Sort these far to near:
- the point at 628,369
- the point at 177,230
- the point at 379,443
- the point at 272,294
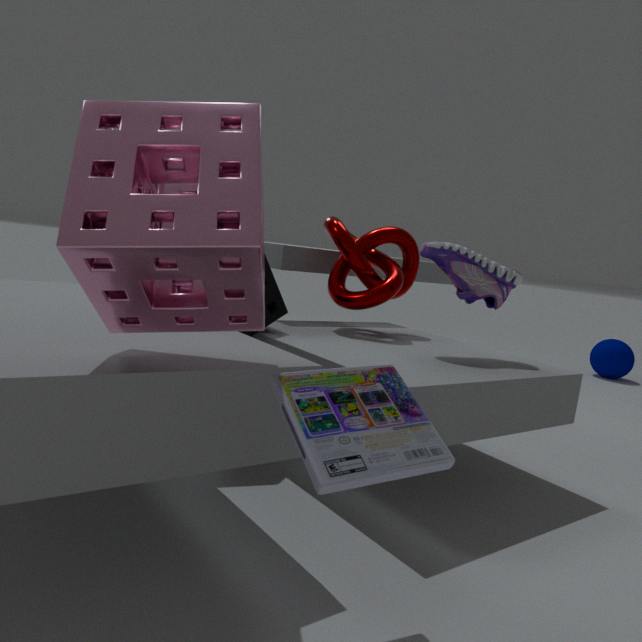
1. the point at 628,369
2. the point at 272,294
3. the point at 379,443
4. the point at 177,230
